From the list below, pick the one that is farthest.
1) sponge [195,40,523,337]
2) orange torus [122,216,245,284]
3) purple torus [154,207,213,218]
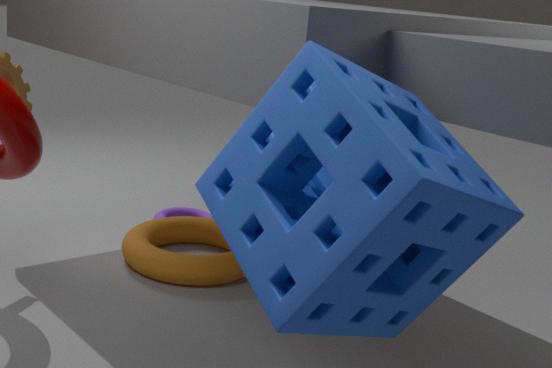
3. purple torus [154,207,213,218]
